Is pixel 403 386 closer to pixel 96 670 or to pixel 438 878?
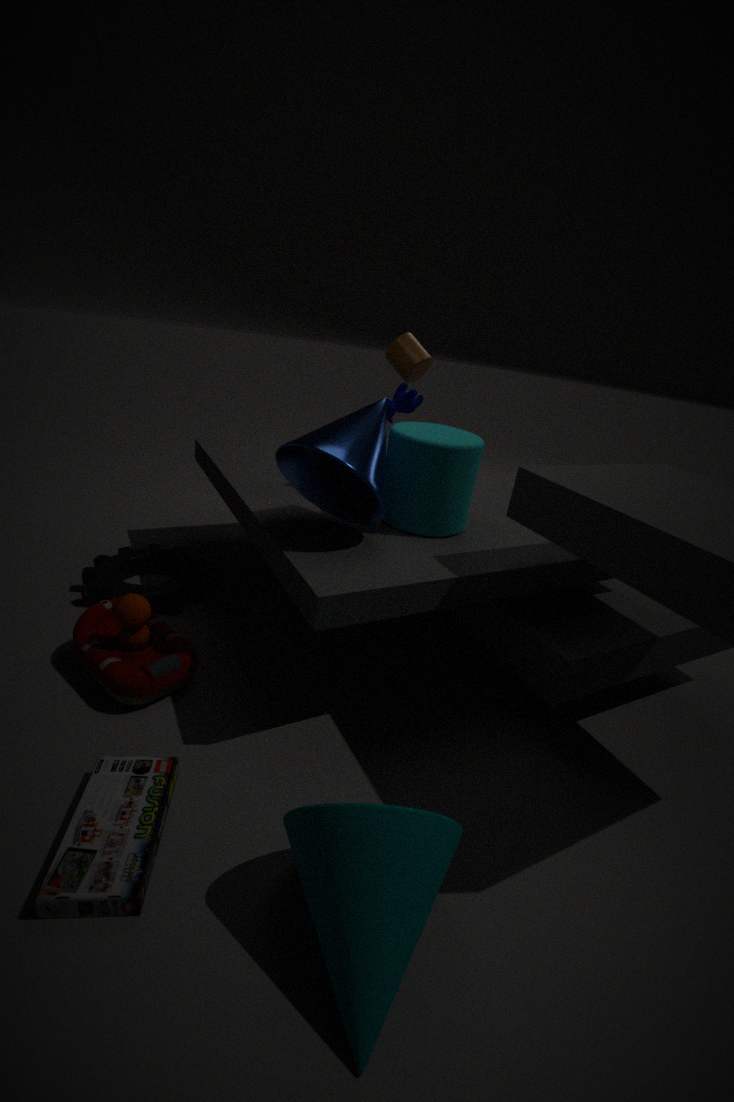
pixel 96 670
